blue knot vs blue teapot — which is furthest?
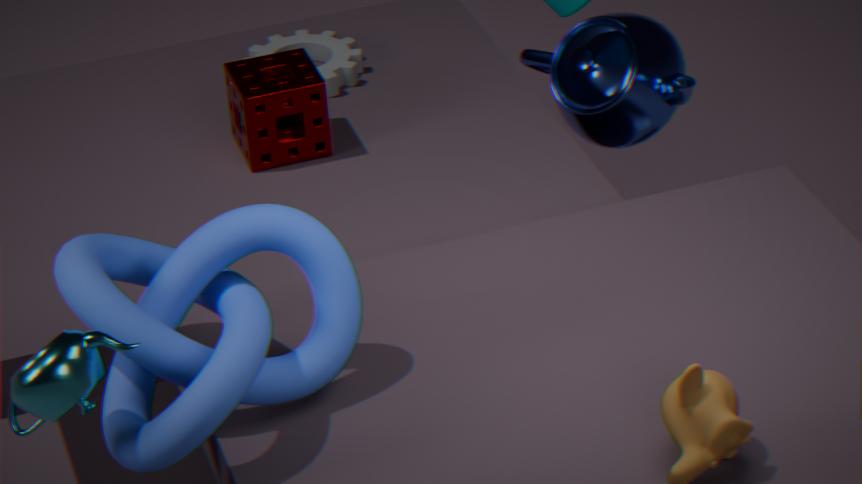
blue teapot
